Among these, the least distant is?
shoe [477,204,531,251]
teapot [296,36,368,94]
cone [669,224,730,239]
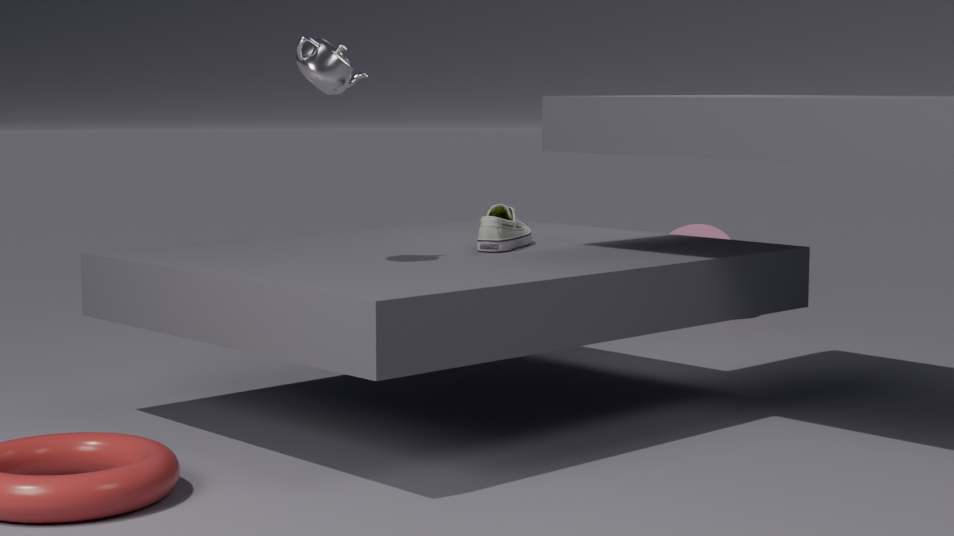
teapot [296,36,368,94]
